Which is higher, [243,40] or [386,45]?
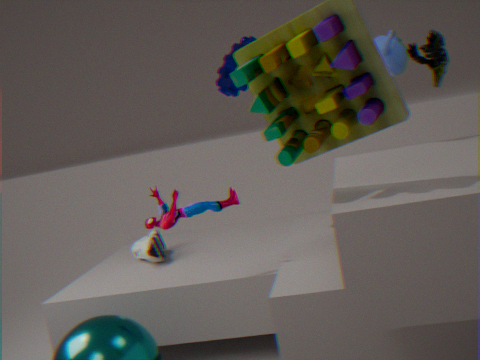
[243,40]
